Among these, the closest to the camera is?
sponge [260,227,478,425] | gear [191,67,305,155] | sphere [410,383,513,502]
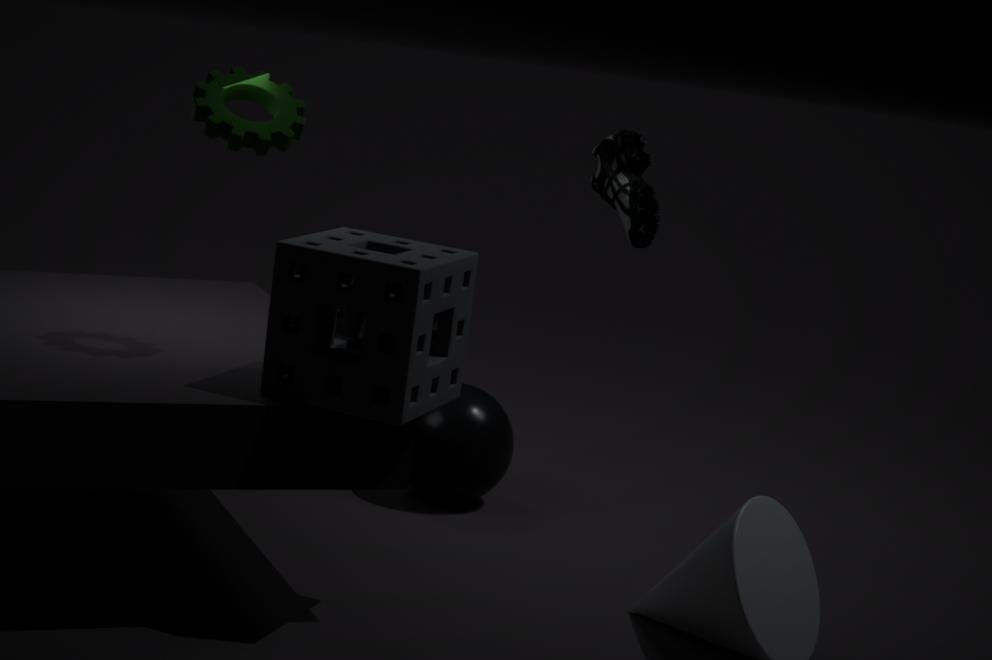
sponge [260,227,478,425]
